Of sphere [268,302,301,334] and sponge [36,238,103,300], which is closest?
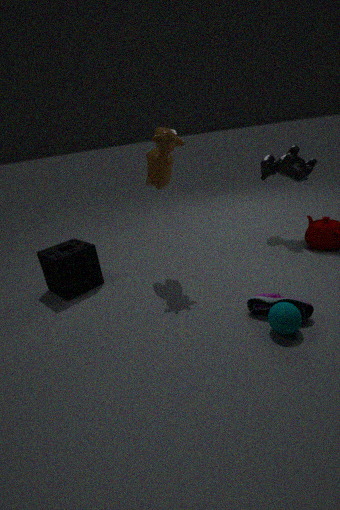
sphere [268,302,301,334]
